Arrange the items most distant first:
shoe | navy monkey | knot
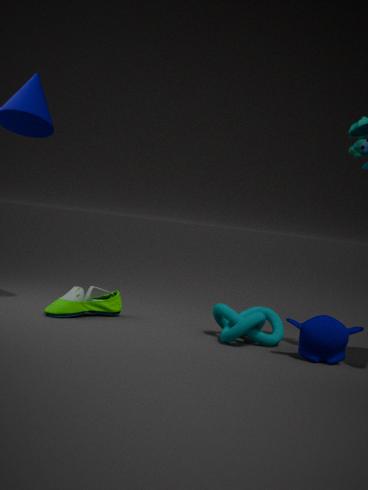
1. shoe
2. knot
3. navy monkey
